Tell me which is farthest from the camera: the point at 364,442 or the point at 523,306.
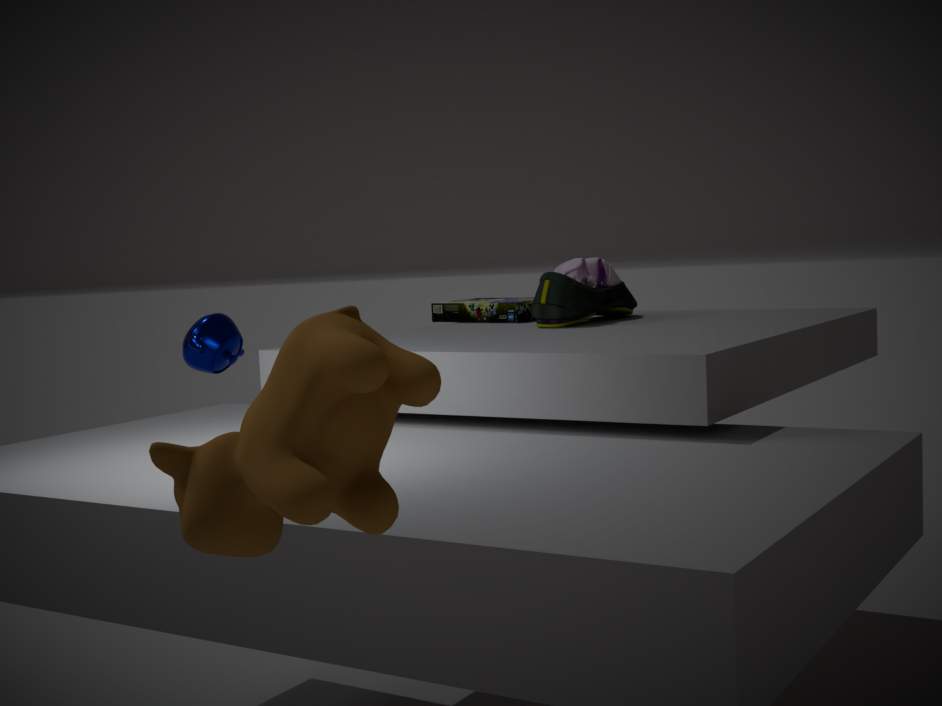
the point at 523,306
